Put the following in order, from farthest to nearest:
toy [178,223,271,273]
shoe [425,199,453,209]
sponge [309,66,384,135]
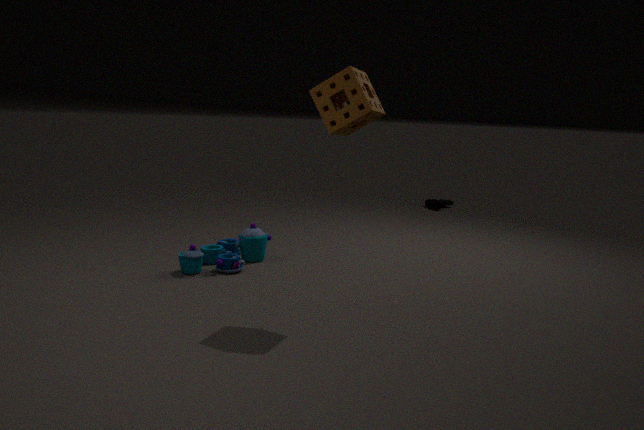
shoe [425,199,453,209], toy [178,223,271,273], sponge [309,66,384,135]
